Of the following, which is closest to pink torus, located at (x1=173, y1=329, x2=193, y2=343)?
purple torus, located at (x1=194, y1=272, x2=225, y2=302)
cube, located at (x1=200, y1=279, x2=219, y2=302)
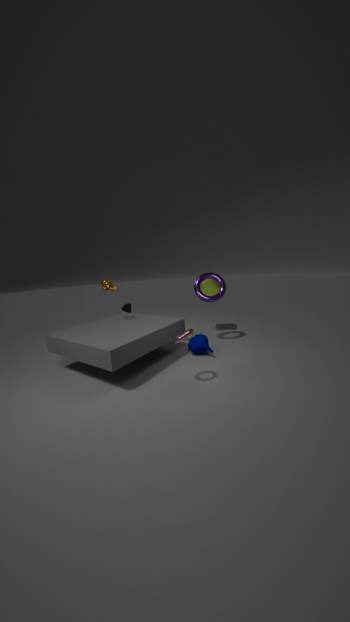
purple torus, located at (x1=194, y1=272, x2=225, y2=302)
